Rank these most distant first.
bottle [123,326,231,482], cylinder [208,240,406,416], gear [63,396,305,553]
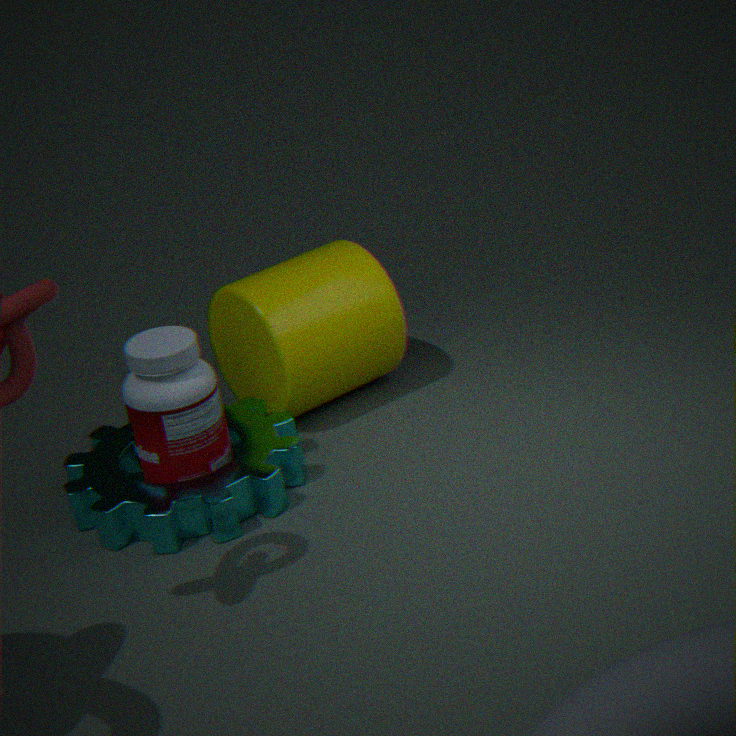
cylinder [208,240,406,416] < bottle [123,326,231,482] < gear [63,396,305,553]
